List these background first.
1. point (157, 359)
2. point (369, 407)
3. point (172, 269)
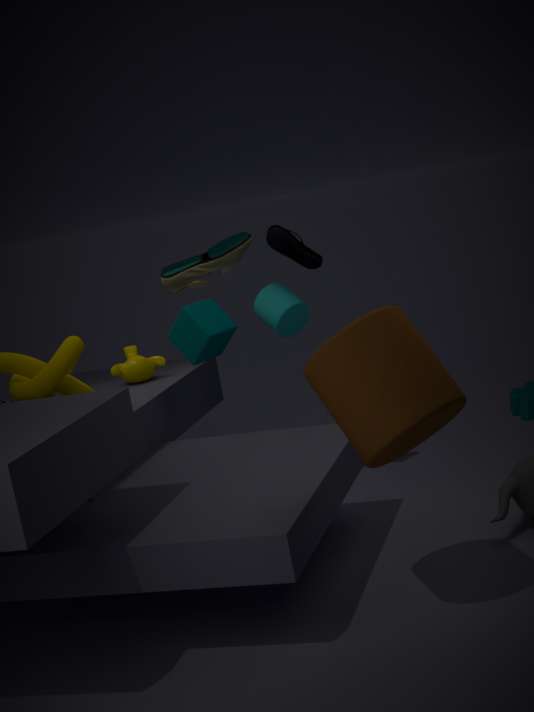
1. point (157, 359)
2. point (172, 269)
3. point (369, 407)
